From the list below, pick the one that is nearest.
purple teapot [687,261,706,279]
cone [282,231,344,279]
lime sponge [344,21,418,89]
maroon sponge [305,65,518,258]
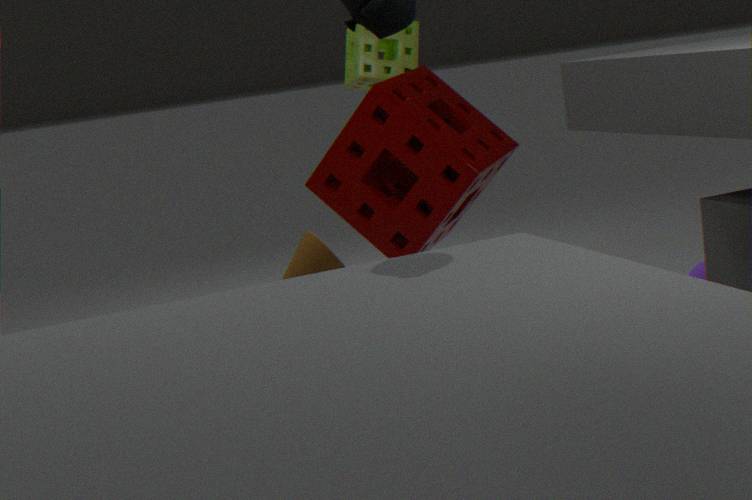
Answer: purple teapot [687,261,706,279]
